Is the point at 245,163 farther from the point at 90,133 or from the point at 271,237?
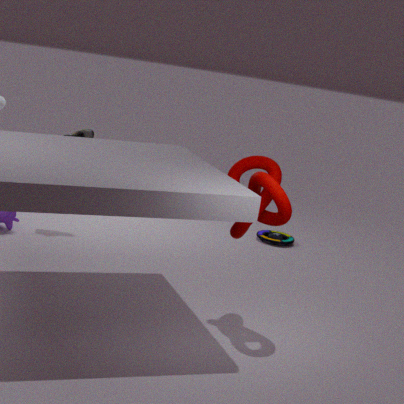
the point at 90,133
